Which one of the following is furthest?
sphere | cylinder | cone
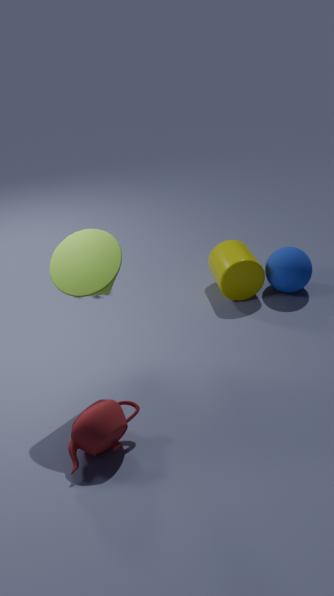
sphere
